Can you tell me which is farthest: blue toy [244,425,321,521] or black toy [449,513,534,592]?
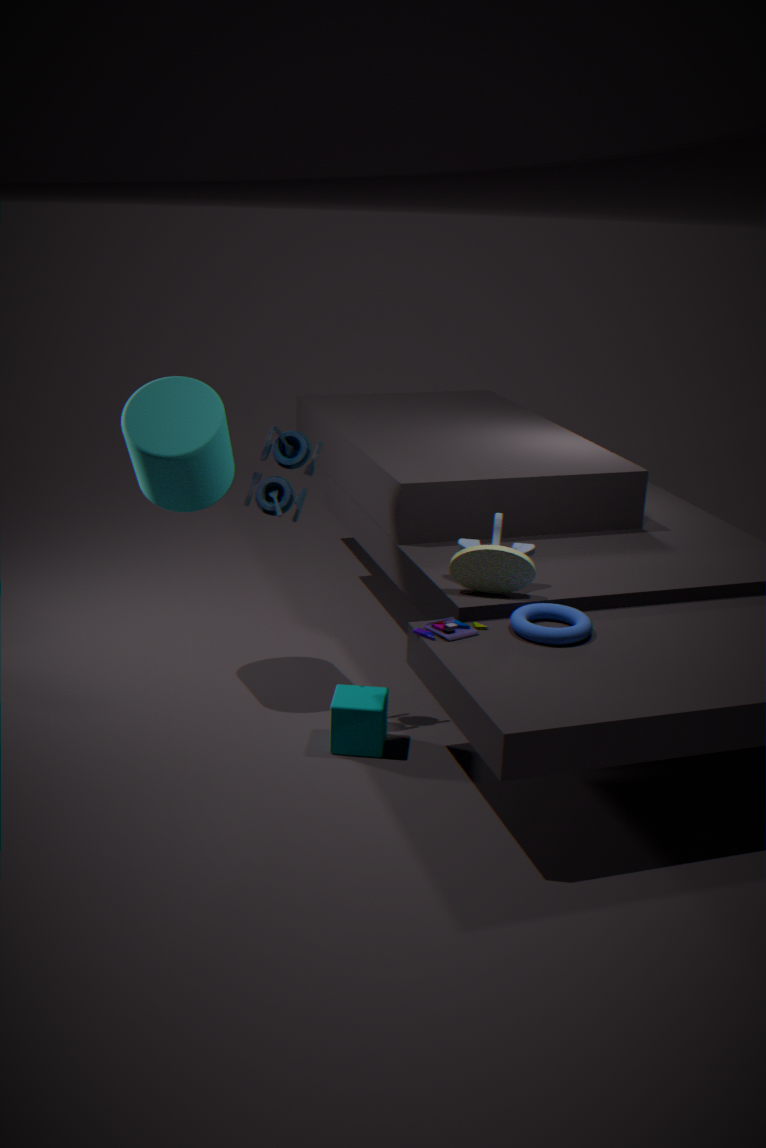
black toy [449,513,534,592]
